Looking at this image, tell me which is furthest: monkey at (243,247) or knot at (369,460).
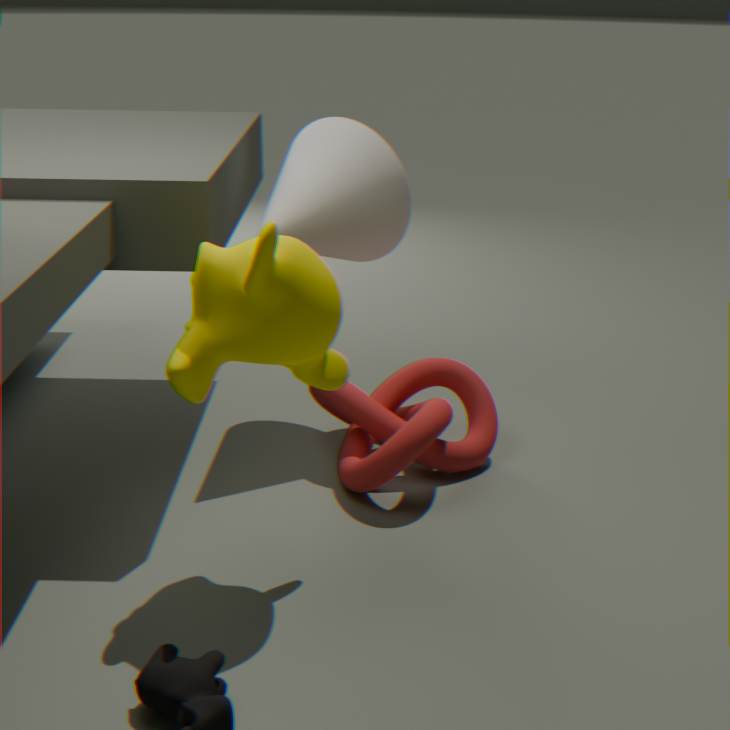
knot at (369,460)
